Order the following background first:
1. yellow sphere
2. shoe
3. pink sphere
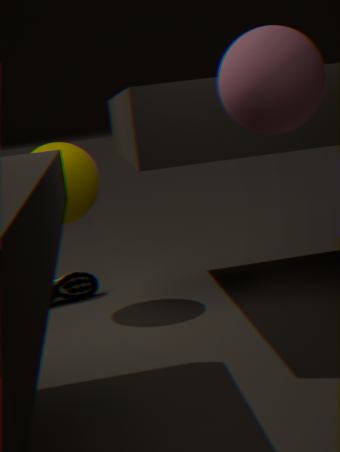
shoe → yellow sphere → pink sphere
